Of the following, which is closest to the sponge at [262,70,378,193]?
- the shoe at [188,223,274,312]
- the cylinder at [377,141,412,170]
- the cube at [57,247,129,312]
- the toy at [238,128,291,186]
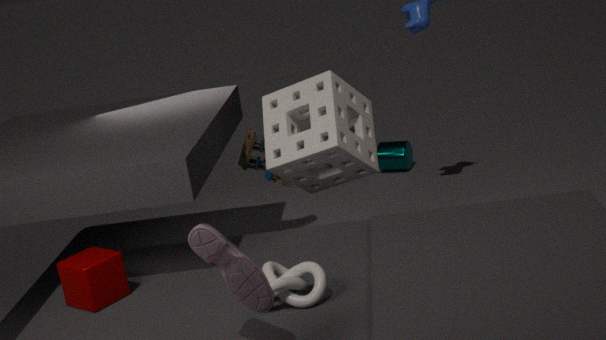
the toy at [238,128,291,186]
